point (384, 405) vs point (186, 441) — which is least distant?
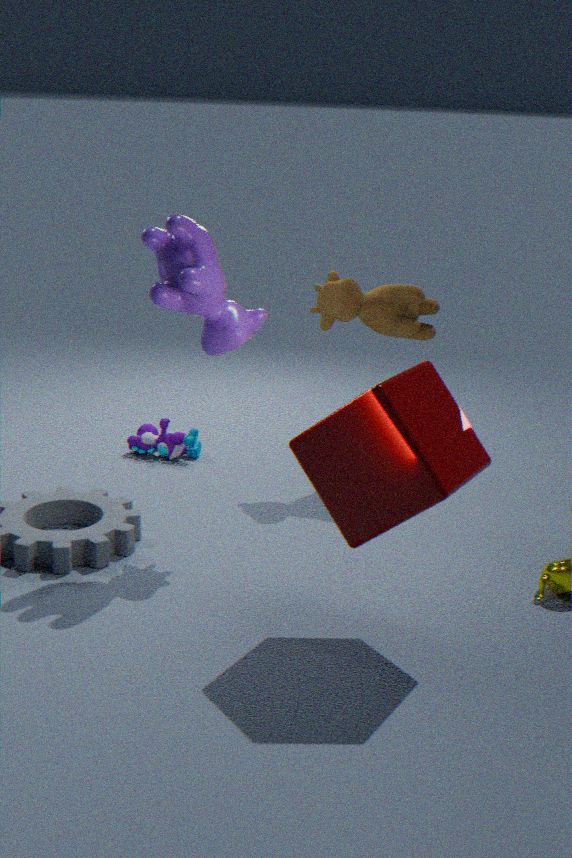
point (384, 405)
